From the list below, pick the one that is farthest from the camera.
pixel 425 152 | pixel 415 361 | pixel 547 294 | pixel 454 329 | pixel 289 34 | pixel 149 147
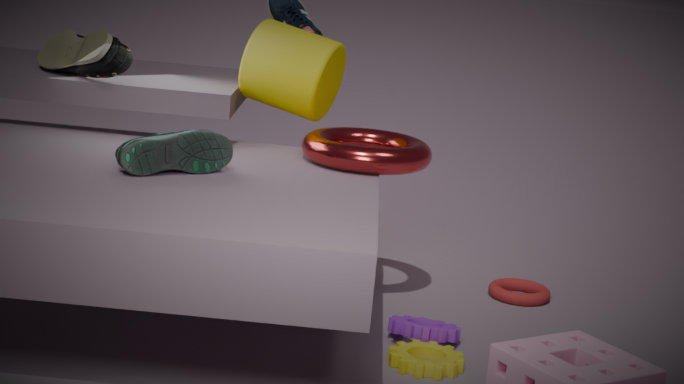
pixel 547 294
